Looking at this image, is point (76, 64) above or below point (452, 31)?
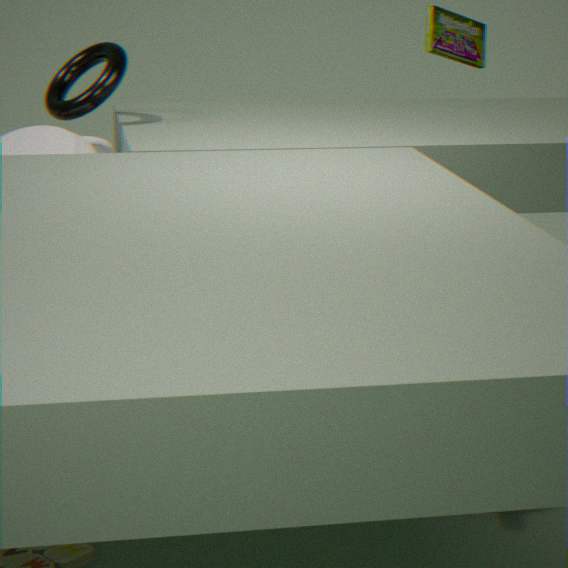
below
